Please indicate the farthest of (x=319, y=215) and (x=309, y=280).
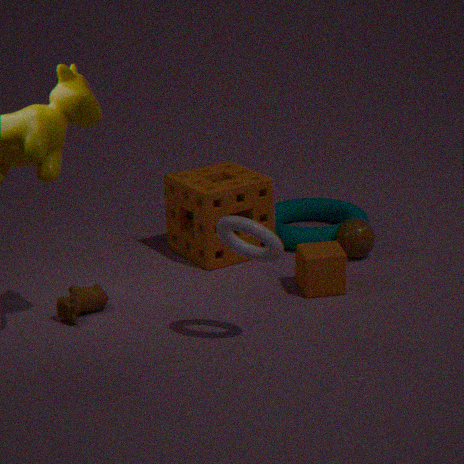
(x=319, y=215)
